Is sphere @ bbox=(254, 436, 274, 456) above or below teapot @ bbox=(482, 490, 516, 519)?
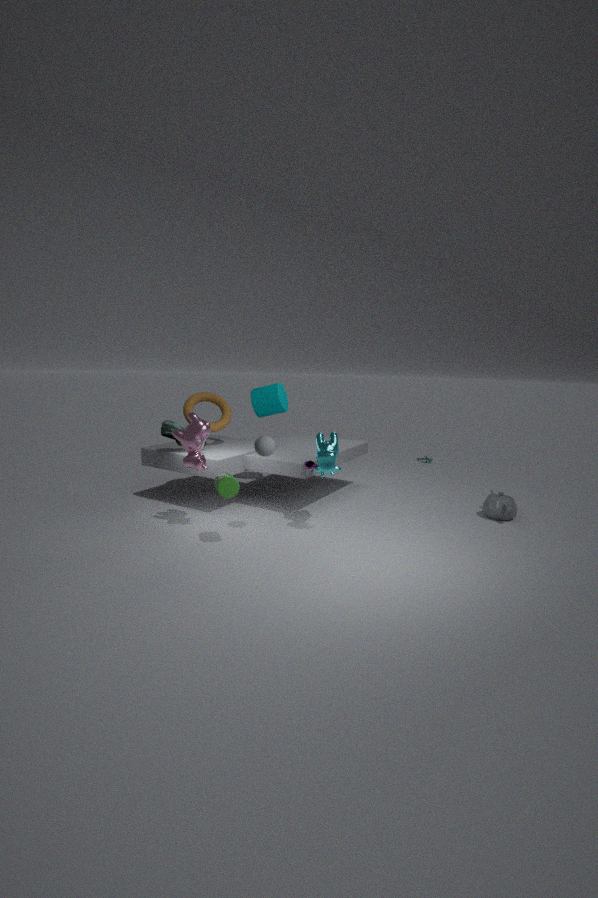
above
